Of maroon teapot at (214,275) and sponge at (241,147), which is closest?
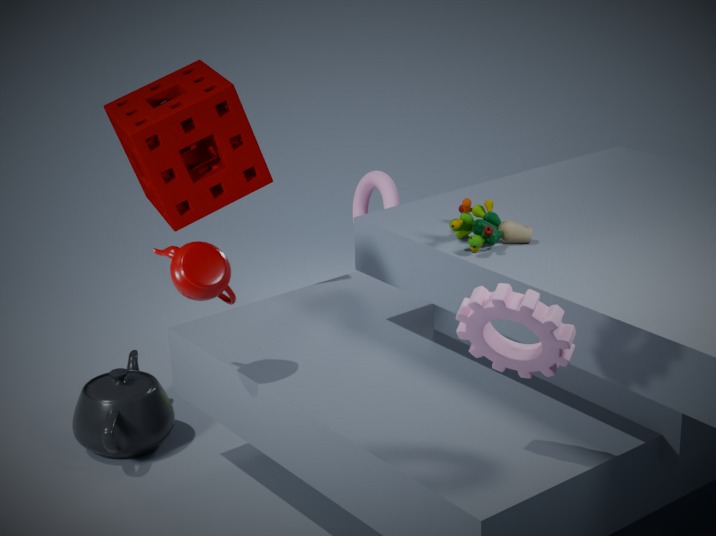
maroon teapot at (214,275)
